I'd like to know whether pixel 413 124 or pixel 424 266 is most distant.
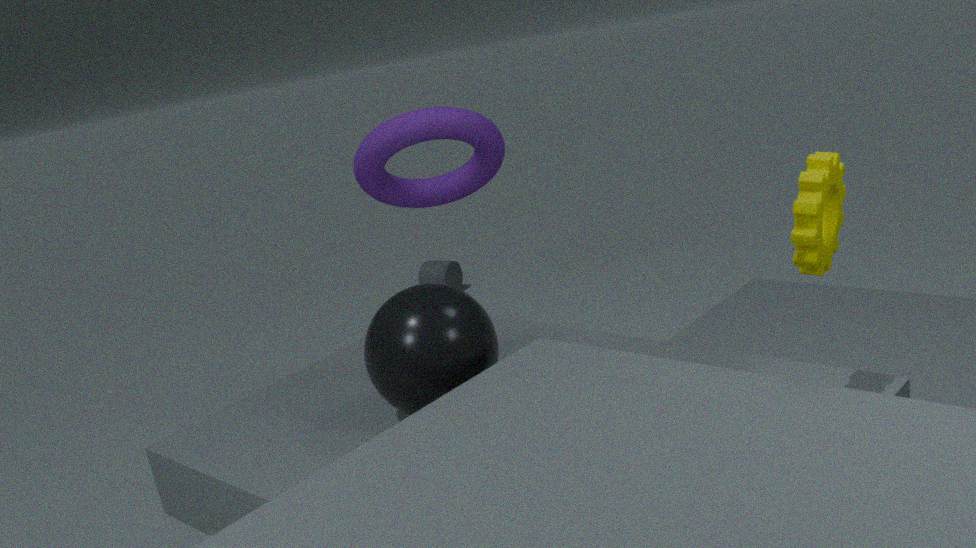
pixel 424 266
